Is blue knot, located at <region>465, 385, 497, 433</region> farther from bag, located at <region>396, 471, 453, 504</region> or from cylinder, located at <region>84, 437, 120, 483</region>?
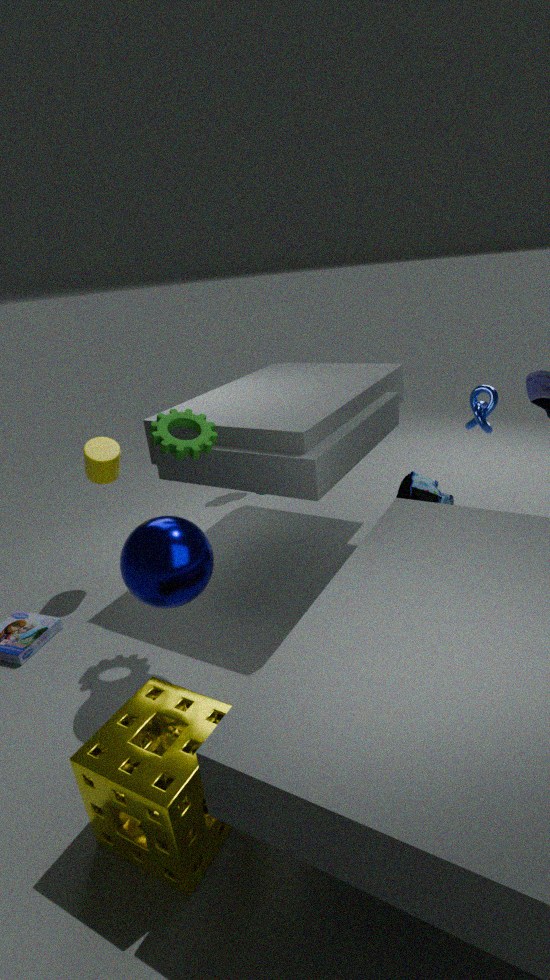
cylinder, located at <region>84, 437, 120, 483</region>
